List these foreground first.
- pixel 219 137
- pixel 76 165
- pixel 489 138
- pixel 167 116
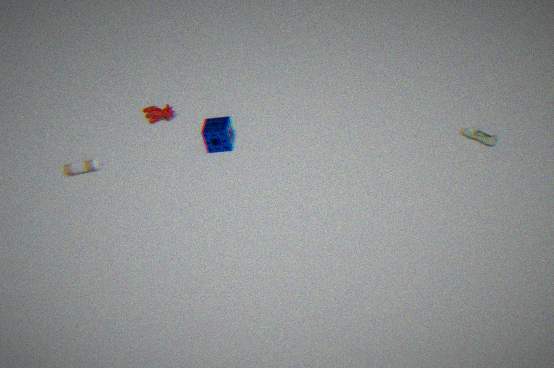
pixel 489 138, pixel 219 137, pixel 76 165, pixel 167 116
